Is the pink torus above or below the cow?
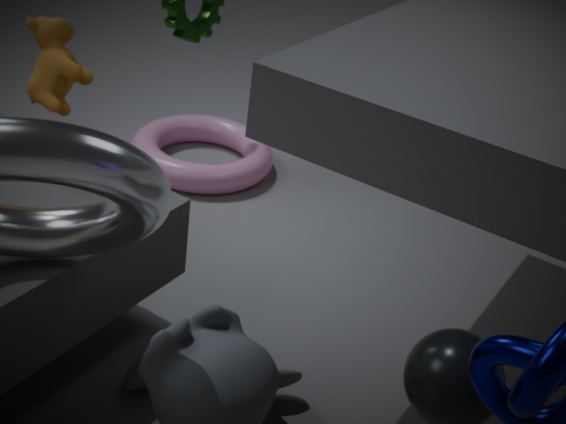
below
